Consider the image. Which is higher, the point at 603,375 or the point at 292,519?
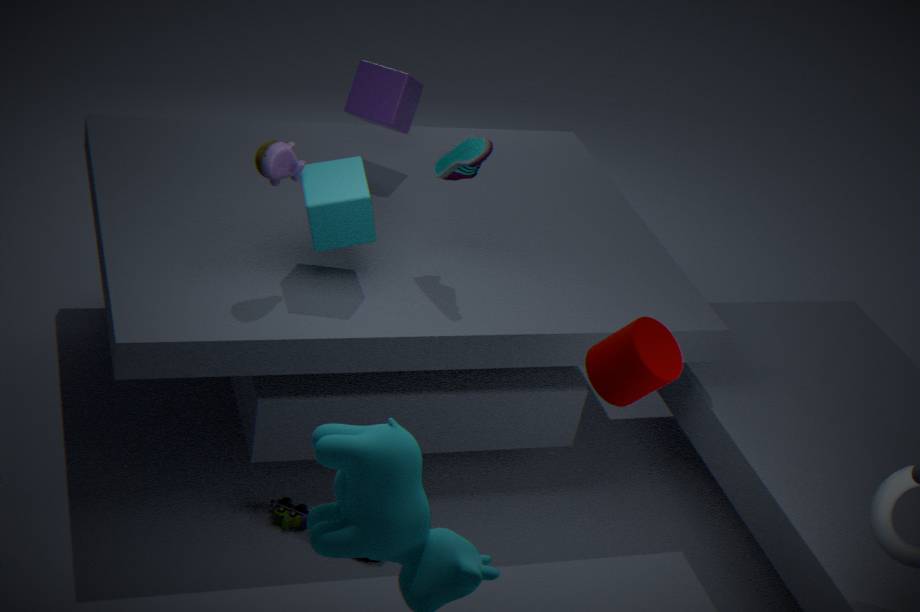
the point at 603,375
